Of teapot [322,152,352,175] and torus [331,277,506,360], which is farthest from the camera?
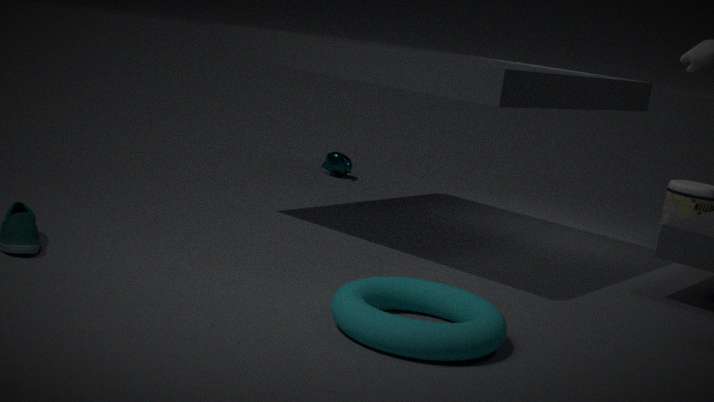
teapot [322,152,352,175]
